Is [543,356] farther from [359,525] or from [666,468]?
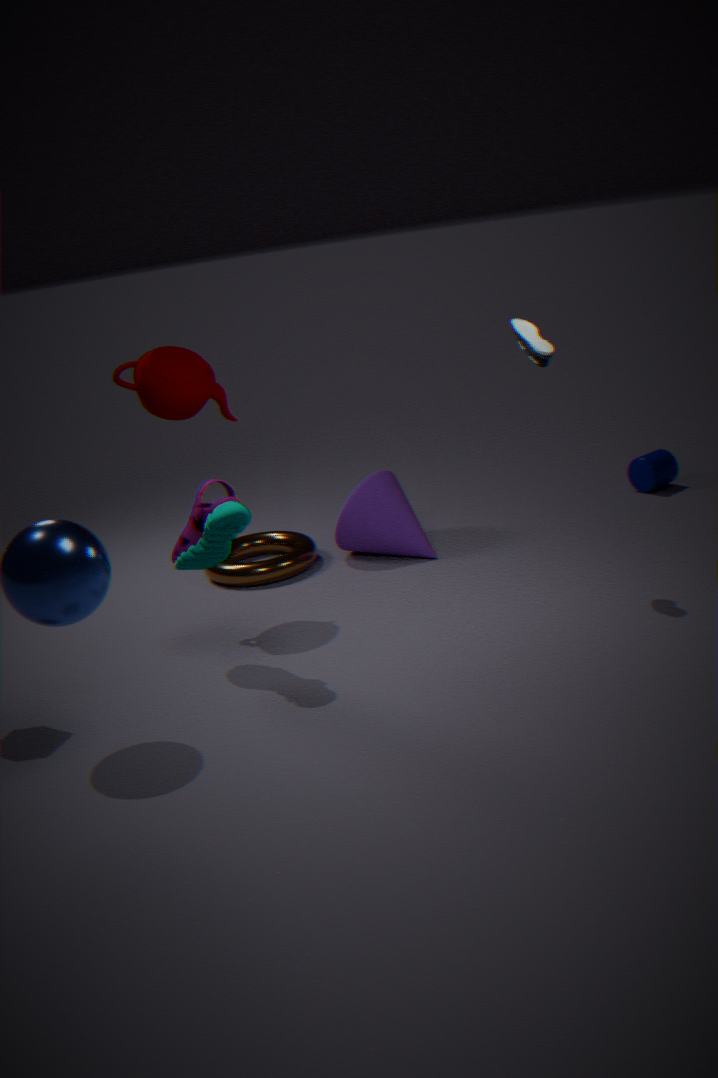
[666,468]
